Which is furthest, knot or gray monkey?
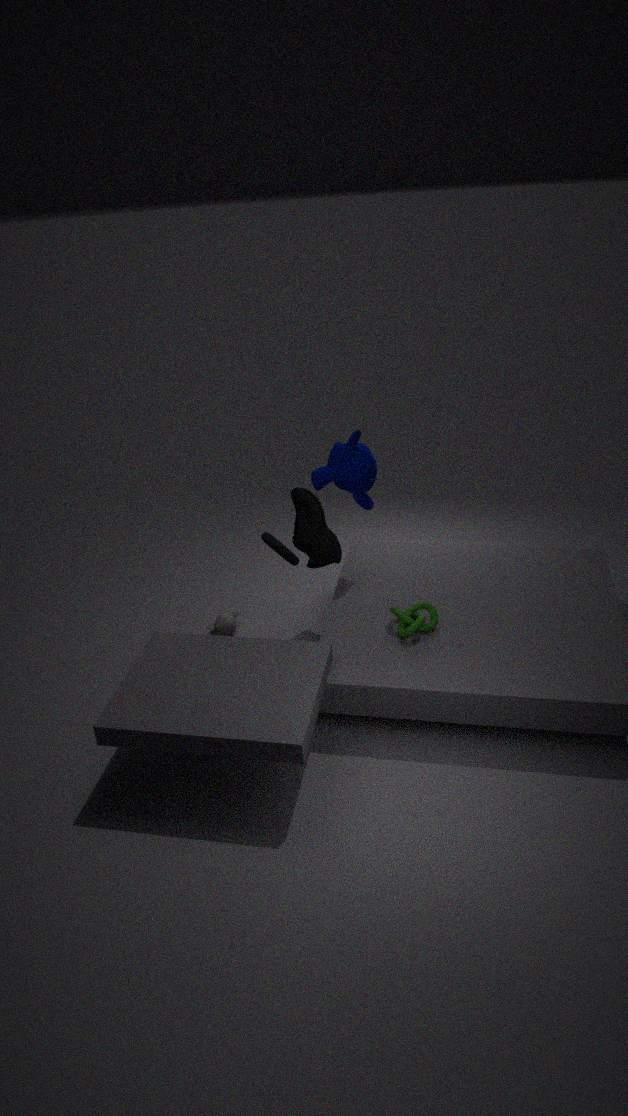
gray monkey
